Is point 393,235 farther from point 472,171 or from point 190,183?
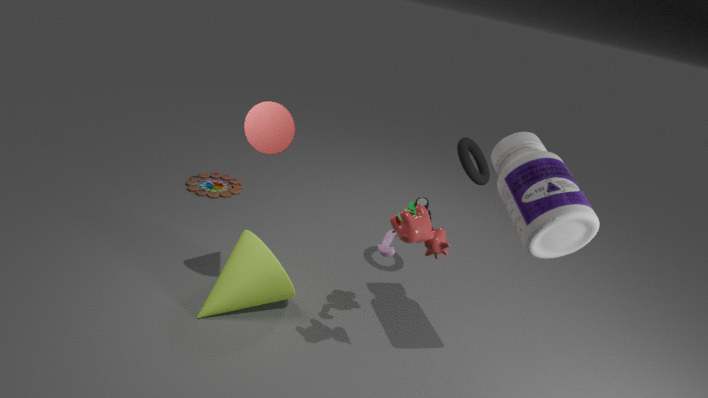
point 190,183
